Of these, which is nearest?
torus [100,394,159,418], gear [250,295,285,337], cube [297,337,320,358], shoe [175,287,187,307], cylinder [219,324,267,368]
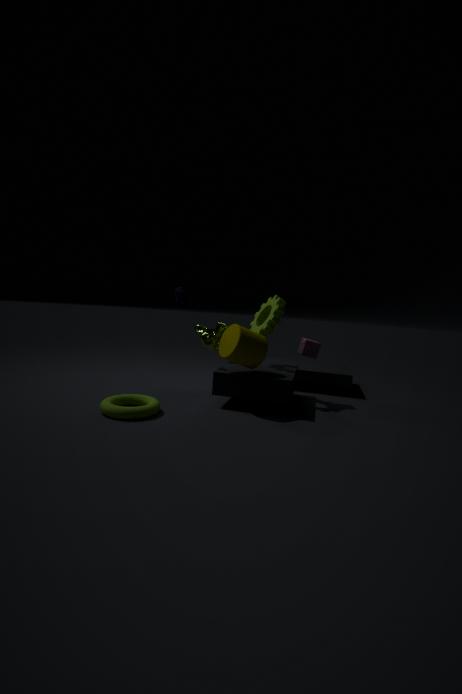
torus [100,394,159,418]
